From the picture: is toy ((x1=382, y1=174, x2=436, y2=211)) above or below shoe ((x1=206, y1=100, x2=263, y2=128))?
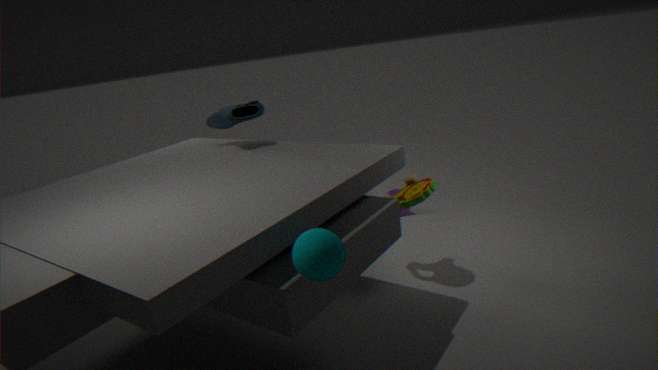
below
